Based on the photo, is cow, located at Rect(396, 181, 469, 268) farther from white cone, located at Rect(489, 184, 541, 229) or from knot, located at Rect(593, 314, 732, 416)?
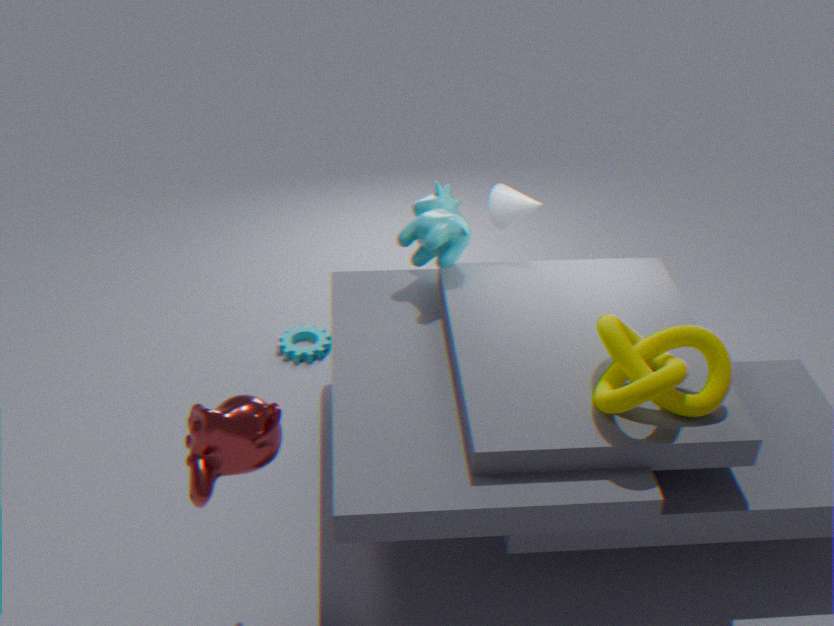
knot, located at Rect(593, 314, 732, 416)
